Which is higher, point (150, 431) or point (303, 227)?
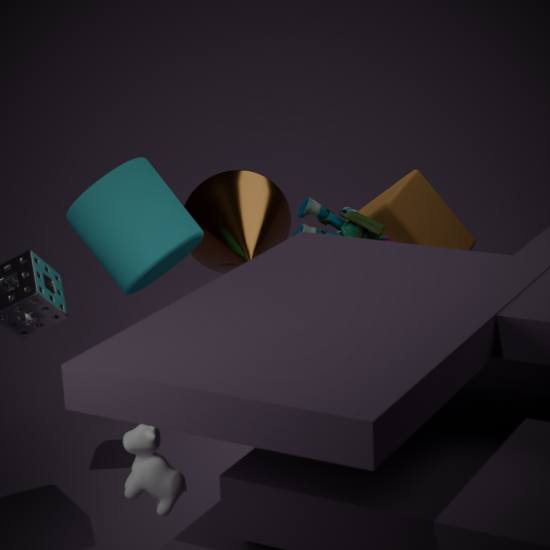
point (303, 227)
